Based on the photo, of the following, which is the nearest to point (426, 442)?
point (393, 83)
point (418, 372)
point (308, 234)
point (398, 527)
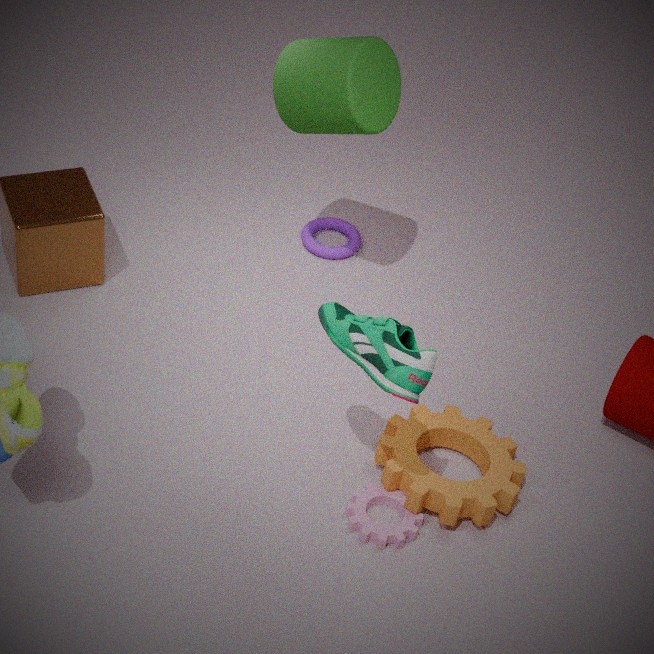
point (398, 527)
